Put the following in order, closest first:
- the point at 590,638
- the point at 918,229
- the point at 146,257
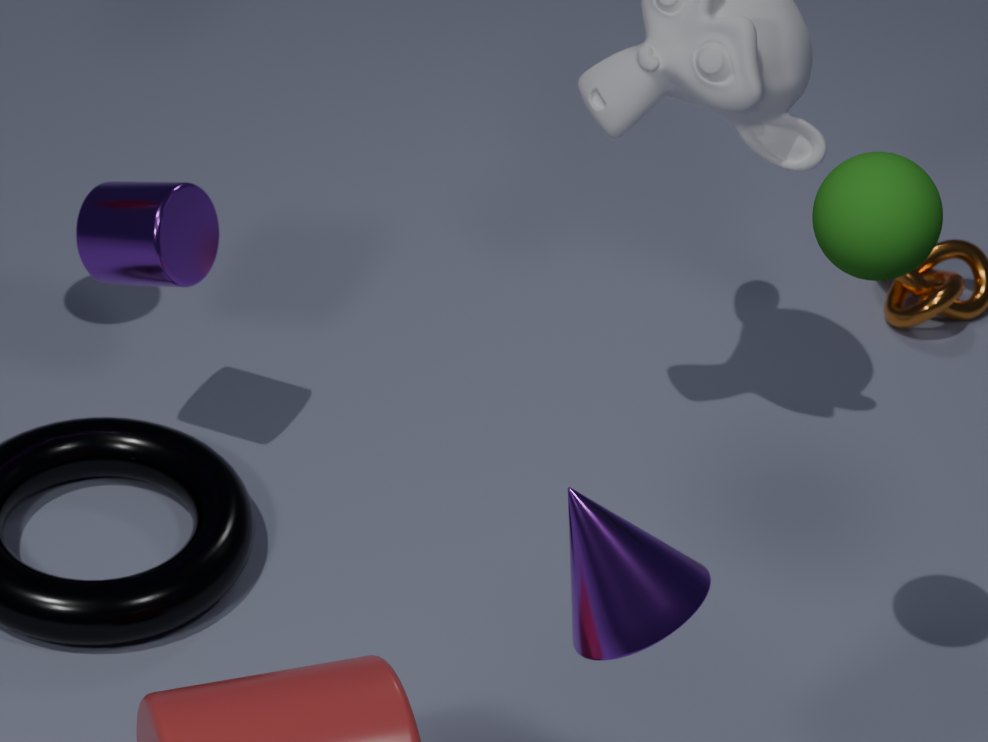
the point at 918,229, the point at 590,638, the point at 146,257
